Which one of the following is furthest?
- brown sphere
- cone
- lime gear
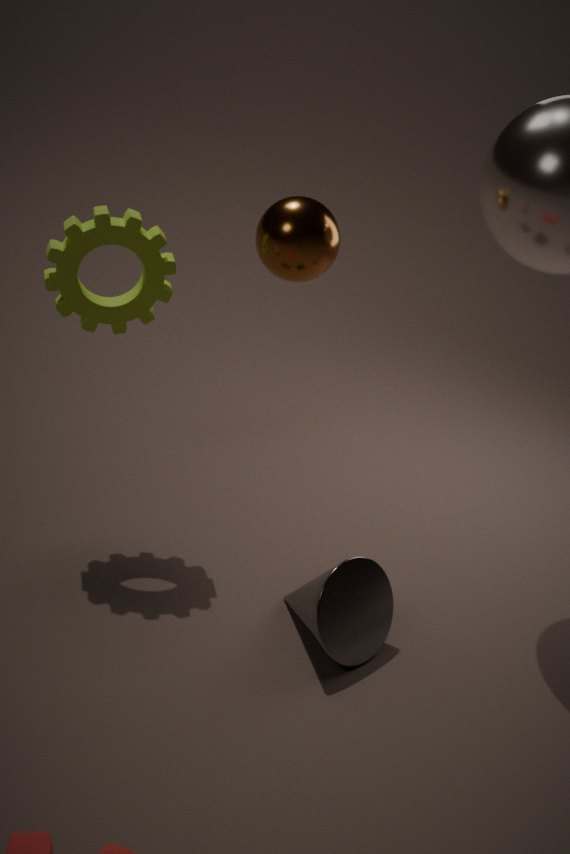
lime gear
